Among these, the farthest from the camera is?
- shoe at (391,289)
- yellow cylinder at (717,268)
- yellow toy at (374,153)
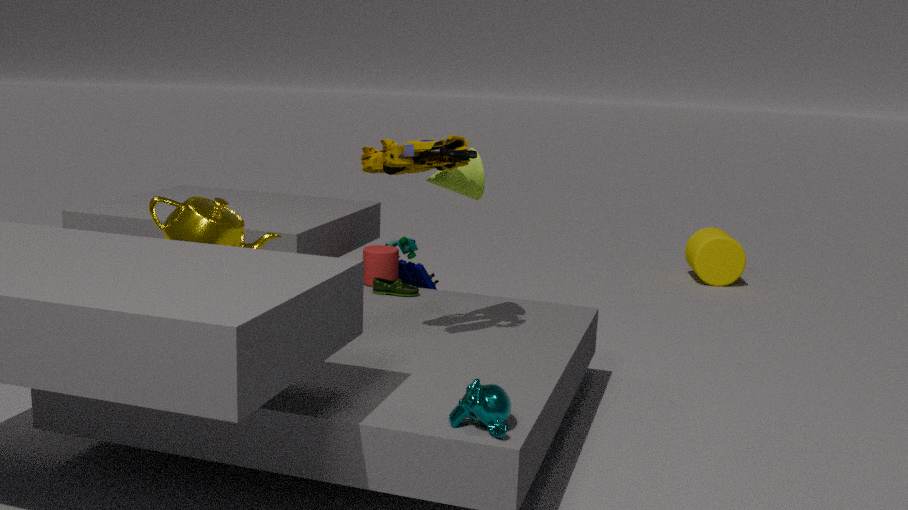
yellow cylinder at (717,268)
